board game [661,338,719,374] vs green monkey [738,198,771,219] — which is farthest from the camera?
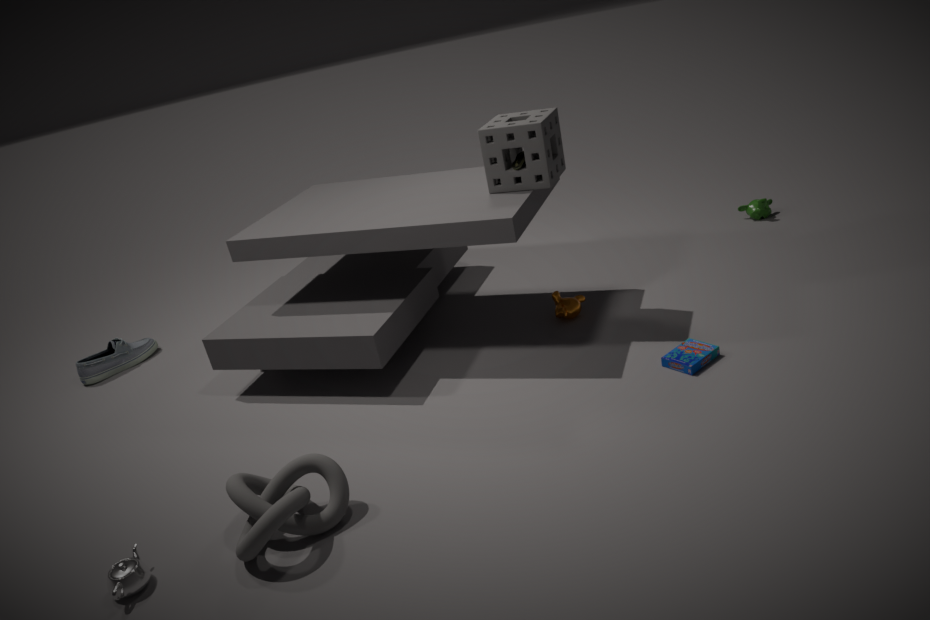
green monkey [738,198,771,219]
